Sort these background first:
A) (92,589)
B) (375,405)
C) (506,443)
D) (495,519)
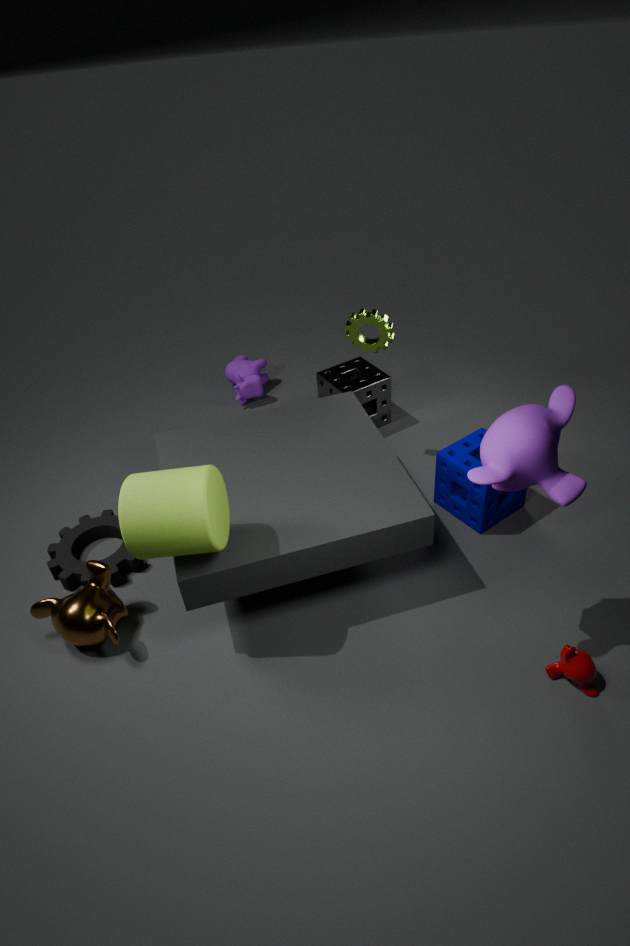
1. (375,405)
2. (495,519)
3. (92,589)
4. (506,443)
